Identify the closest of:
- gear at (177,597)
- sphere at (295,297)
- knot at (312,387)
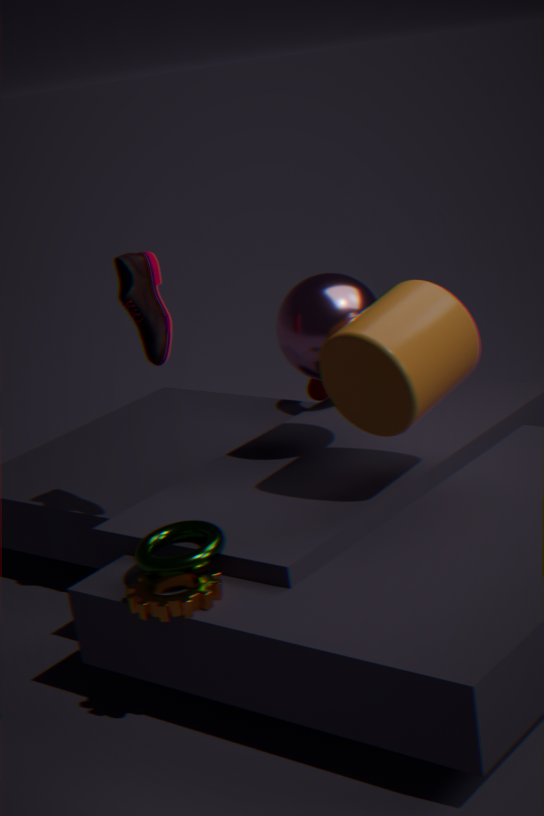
gear at (177,597)
